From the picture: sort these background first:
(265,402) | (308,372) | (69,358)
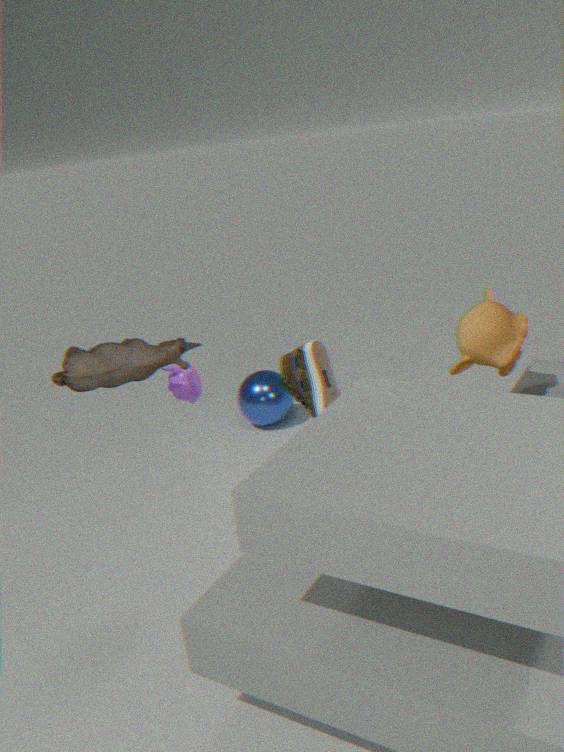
(265,402)
(308,372)
(69,358)
